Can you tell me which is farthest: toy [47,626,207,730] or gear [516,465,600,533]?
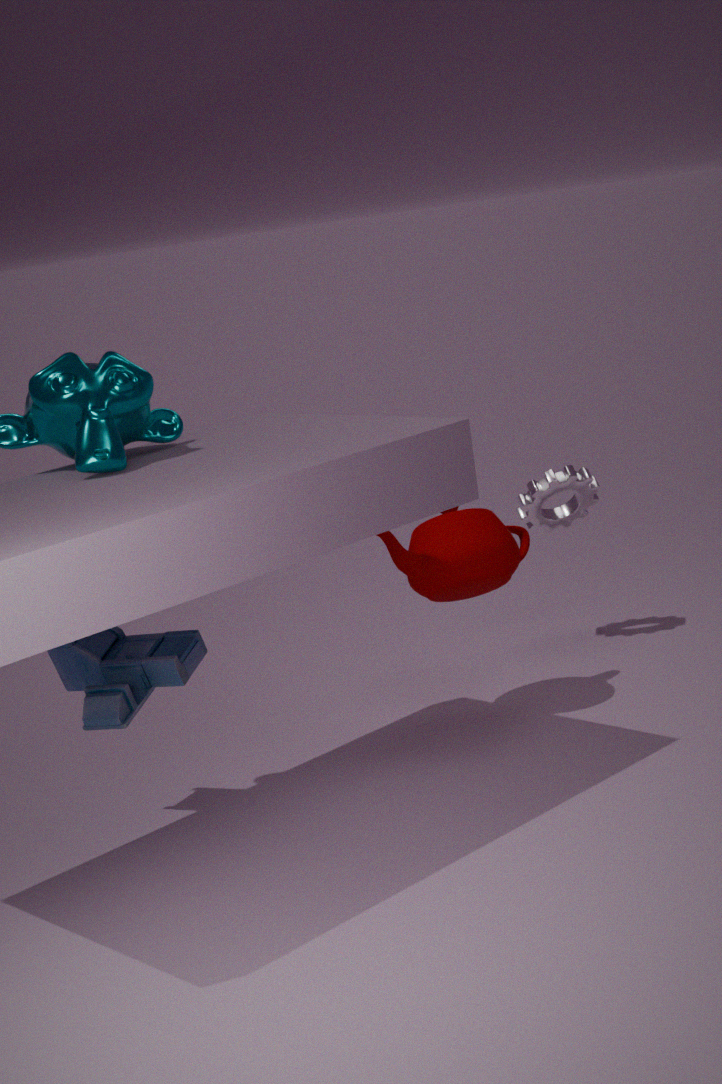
gear [516,465,600,533]
